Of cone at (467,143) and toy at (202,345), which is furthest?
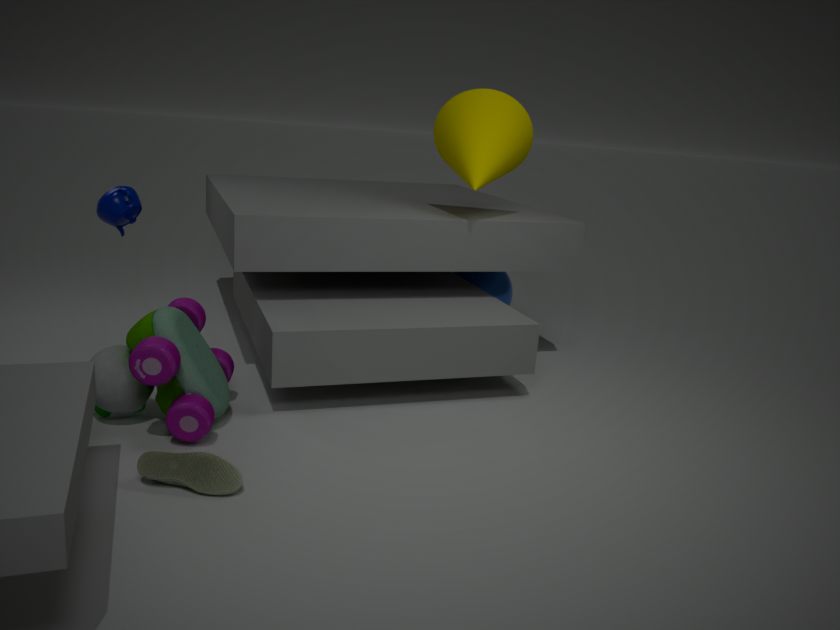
cone at (467,143)
